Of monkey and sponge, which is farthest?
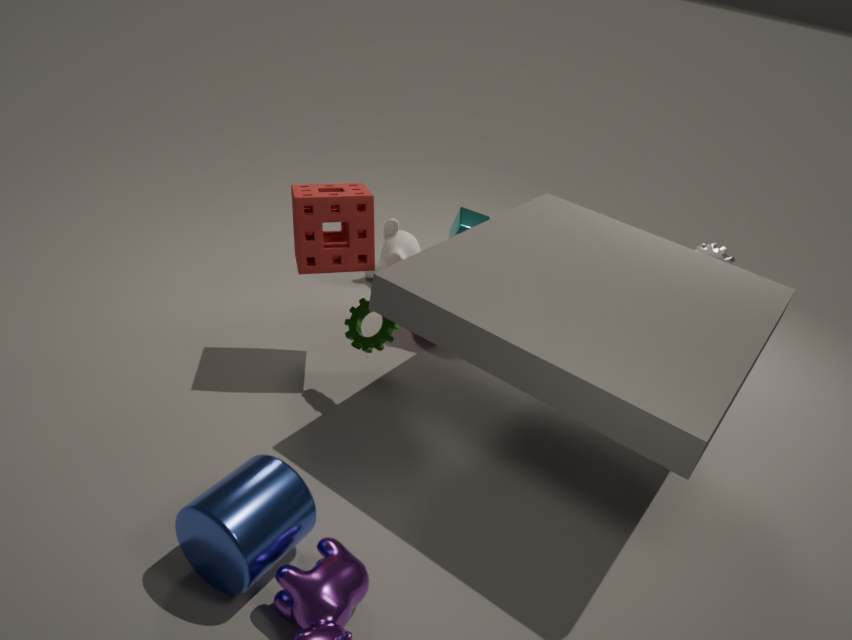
monkey
